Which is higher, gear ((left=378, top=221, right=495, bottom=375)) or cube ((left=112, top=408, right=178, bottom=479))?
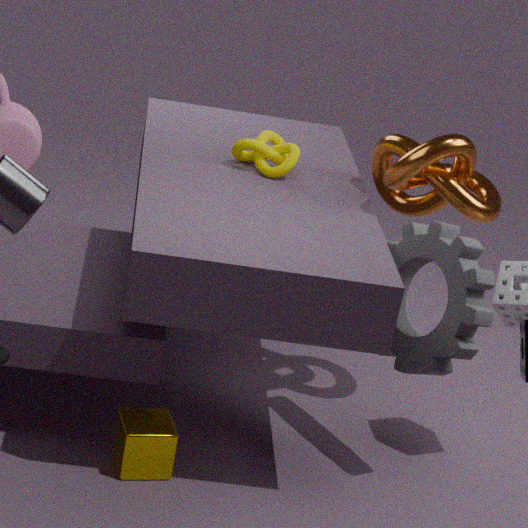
gear ((left=378, top=221, right=495, bottom=375))
